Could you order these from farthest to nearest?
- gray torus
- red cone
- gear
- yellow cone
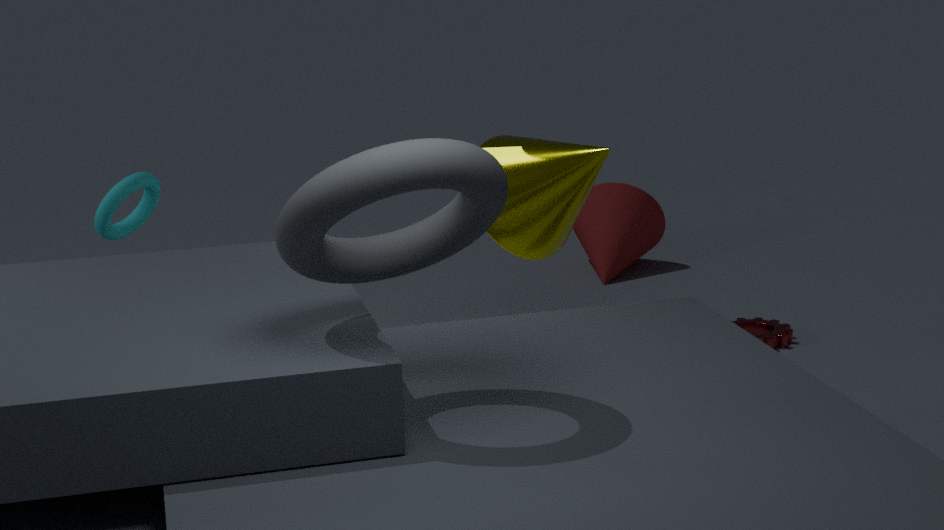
1. red cone
2. gear
3. yellow cone
4. gray torus
